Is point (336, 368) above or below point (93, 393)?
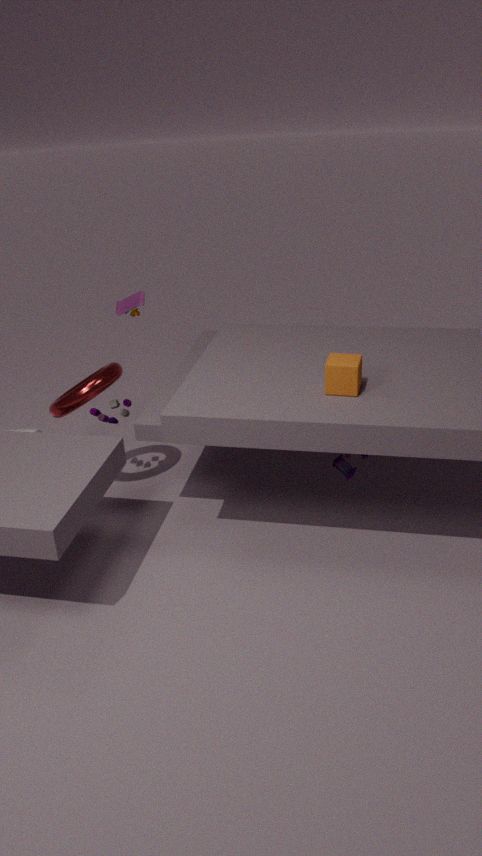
above
